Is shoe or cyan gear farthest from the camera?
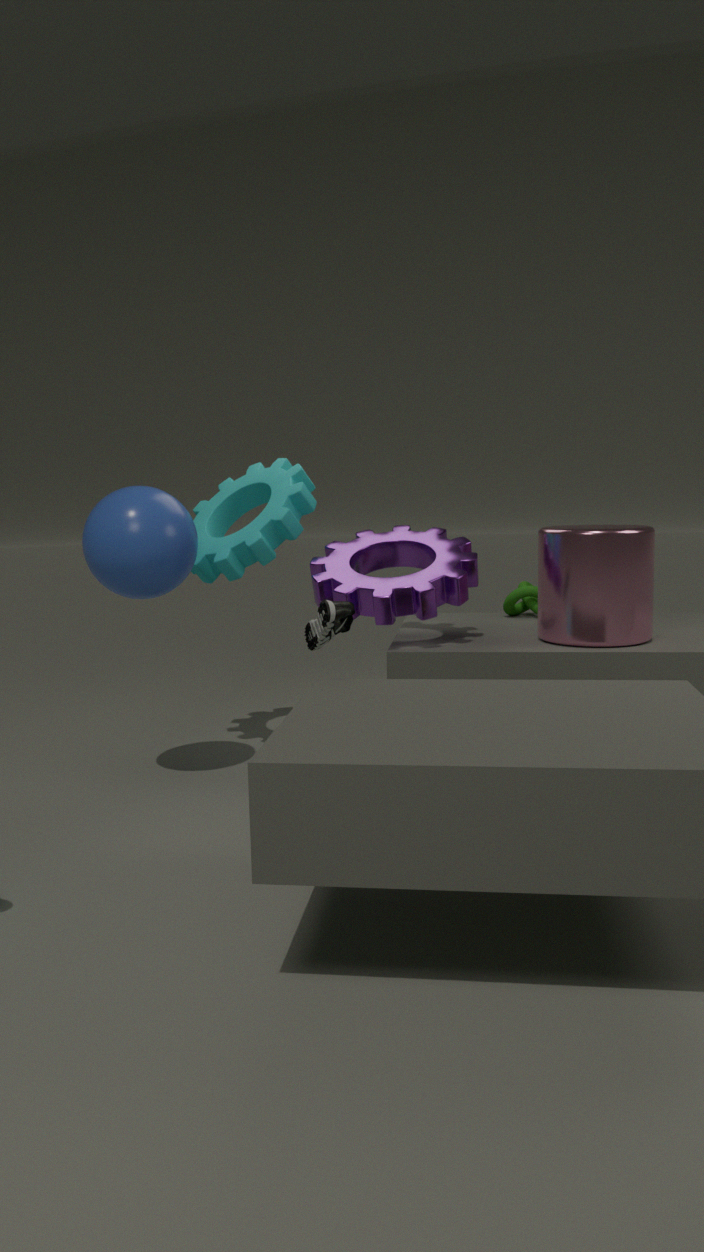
cyan gear
